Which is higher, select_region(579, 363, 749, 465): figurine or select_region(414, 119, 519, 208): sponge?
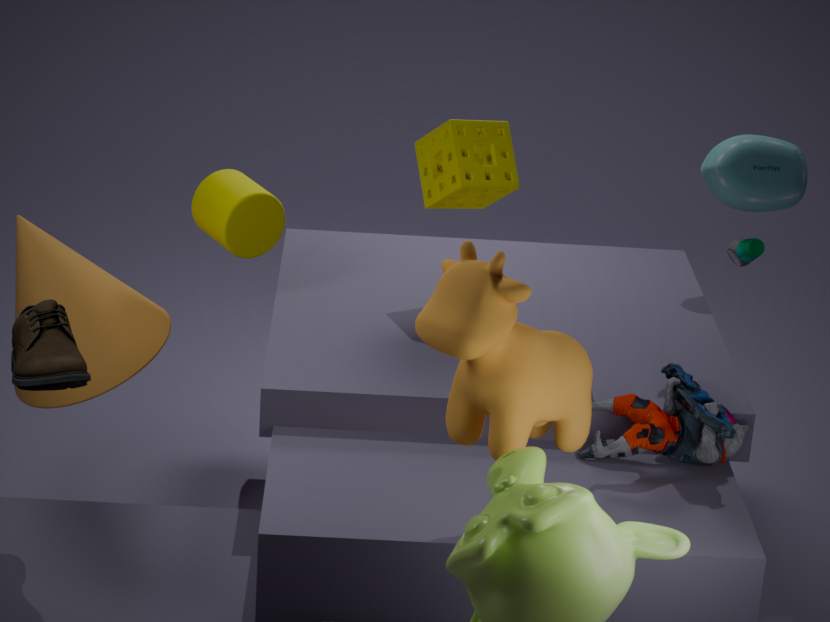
select_region(414, 119, 519, 208): sponge
